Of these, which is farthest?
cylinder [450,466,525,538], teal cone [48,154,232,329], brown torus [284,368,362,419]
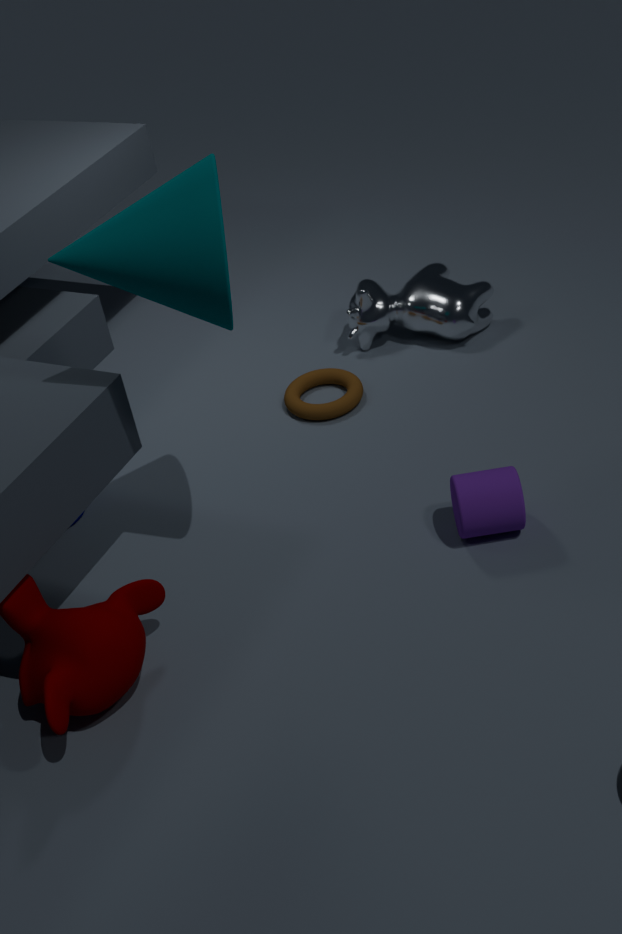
brown torus [284,368,362,419]
